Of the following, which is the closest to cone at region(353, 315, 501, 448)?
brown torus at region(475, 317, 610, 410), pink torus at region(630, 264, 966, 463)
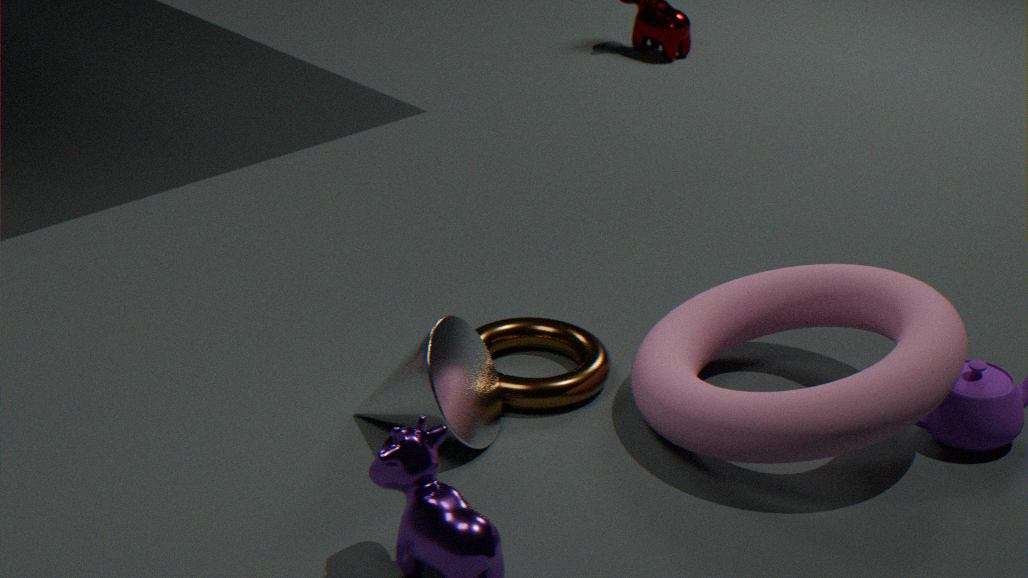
brown torus at region(475, 317, 610, 410)
